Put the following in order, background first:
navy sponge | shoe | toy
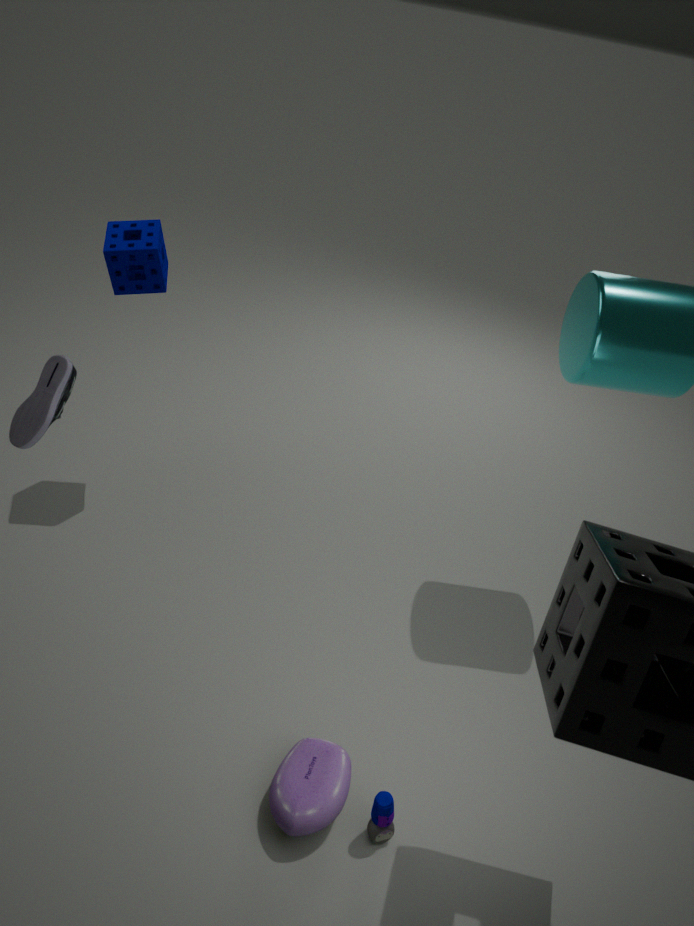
navy sponge
toy
shoe
